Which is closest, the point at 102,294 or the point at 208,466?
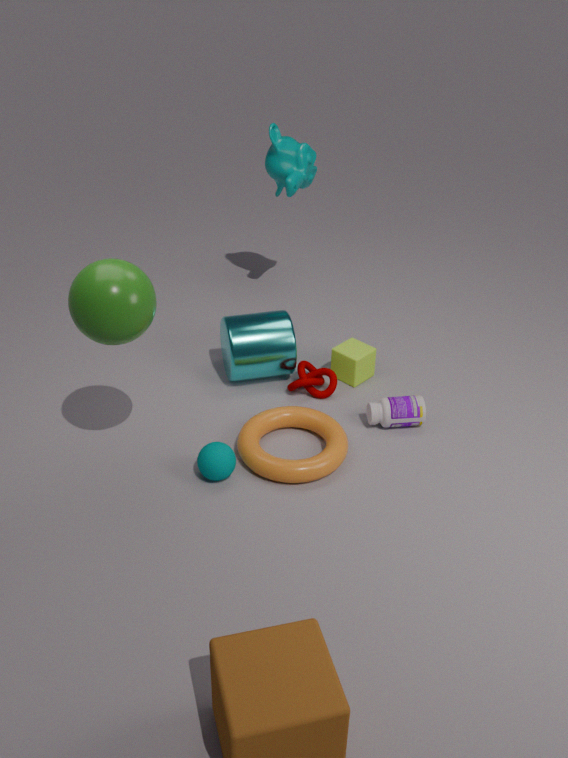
the point at 102,294
